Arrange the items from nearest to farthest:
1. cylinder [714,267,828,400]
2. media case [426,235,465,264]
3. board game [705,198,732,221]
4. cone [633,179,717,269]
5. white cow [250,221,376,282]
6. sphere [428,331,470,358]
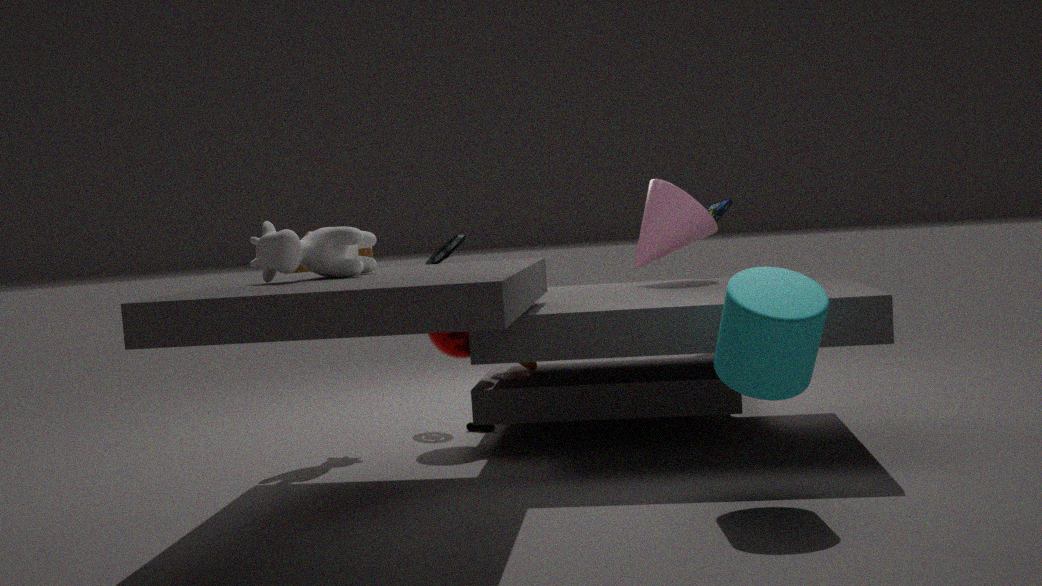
cylinder [714,267,828,400]
white cow [250,221,376,282]
sphere [428,331,470,358]
cone [633,179,717,269]
media case [426,235,465,264]
board game [705,198,732,221]
